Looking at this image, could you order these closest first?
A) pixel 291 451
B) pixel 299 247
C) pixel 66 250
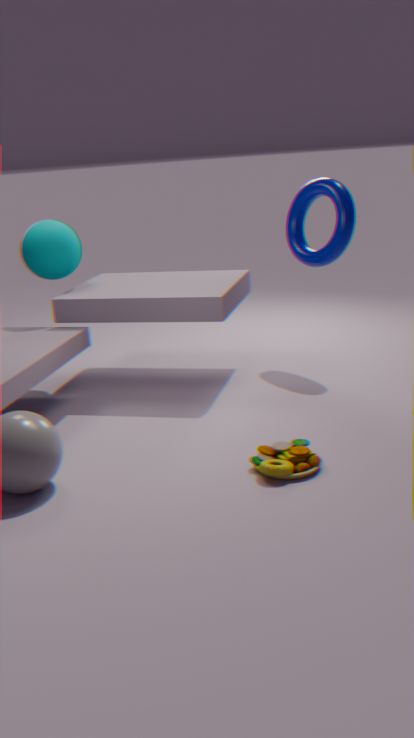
1. pixel 291 451
2. pixel 66 250
3. pixel 299 247
